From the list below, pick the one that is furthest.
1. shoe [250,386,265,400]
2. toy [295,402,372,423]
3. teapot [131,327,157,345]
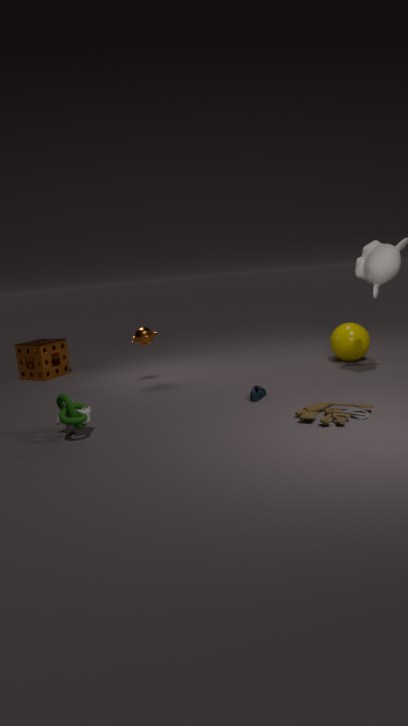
teapot [131,327,157,345]
